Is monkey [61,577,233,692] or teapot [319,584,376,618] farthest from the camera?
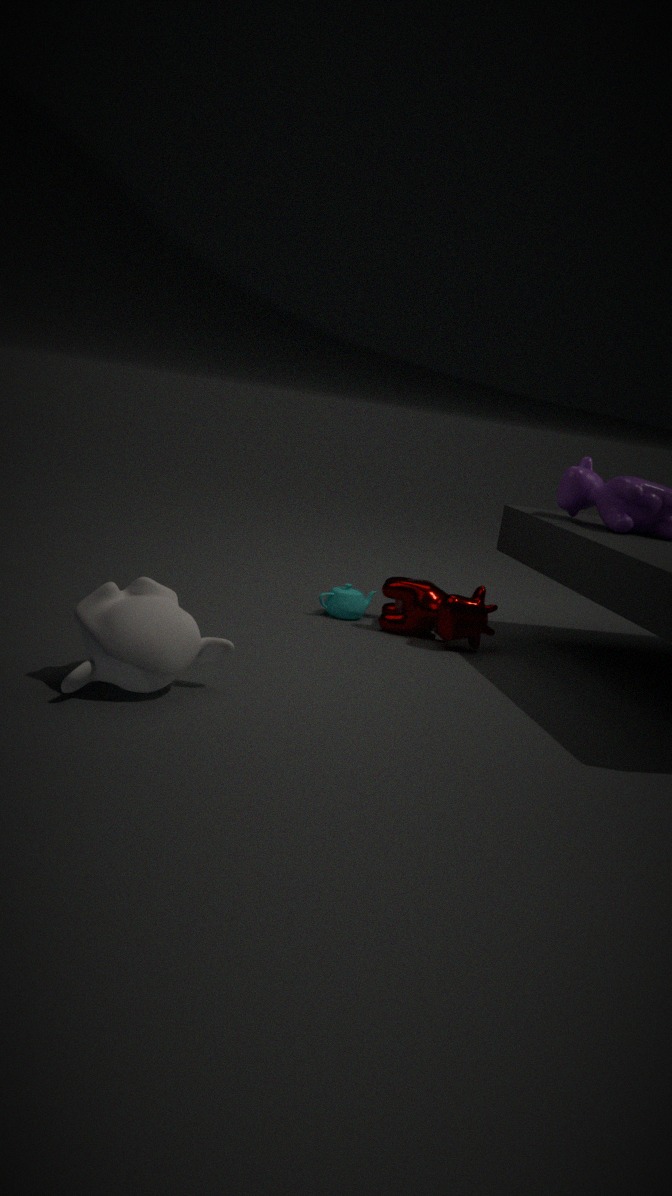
teapot [319,584,376,618]
